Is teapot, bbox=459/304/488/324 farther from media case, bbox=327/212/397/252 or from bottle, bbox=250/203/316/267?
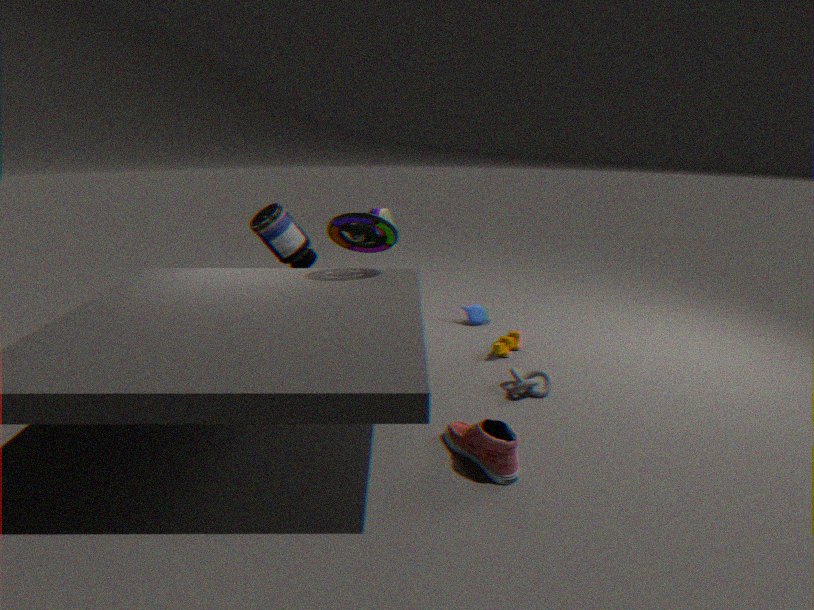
bottle, bbox=250/203/316/267
